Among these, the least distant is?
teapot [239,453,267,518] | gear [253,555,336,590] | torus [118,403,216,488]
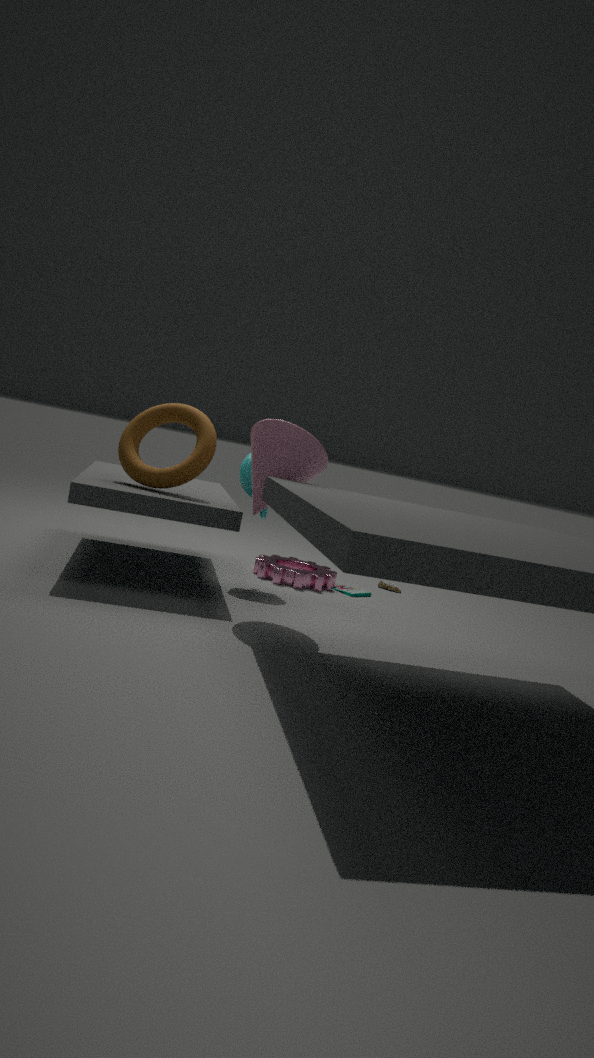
torus [118,403,216,488]
